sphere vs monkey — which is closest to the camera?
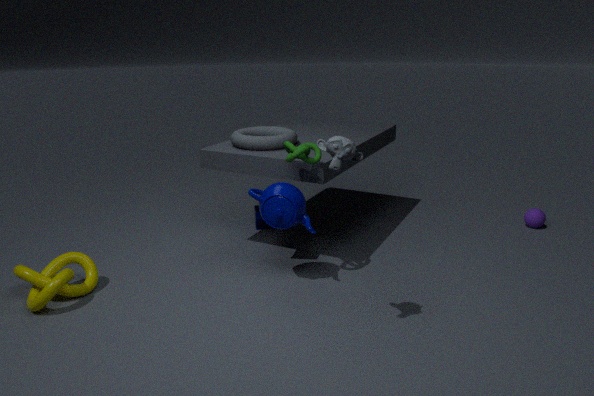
monkey
